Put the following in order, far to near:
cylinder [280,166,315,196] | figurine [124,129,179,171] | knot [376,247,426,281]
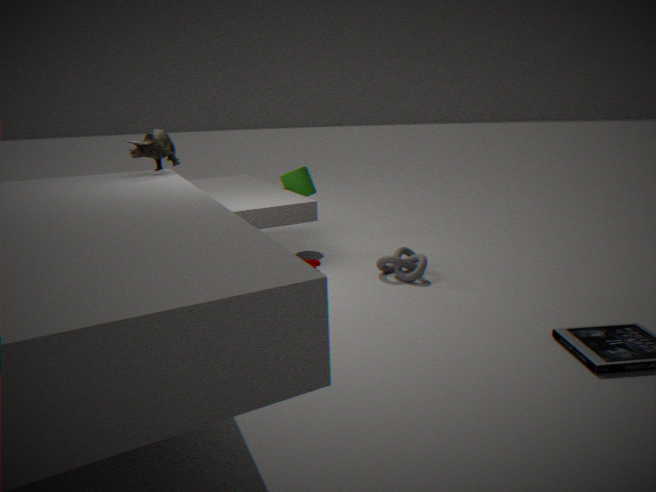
cylinder [280,166,315,196] → knot [376,247,426,281] → figurine [124,129,179,171]
